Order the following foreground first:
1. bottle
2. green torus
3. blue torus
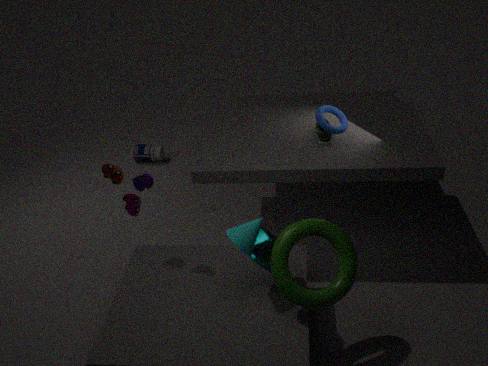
green torus → blue torus → bottle
